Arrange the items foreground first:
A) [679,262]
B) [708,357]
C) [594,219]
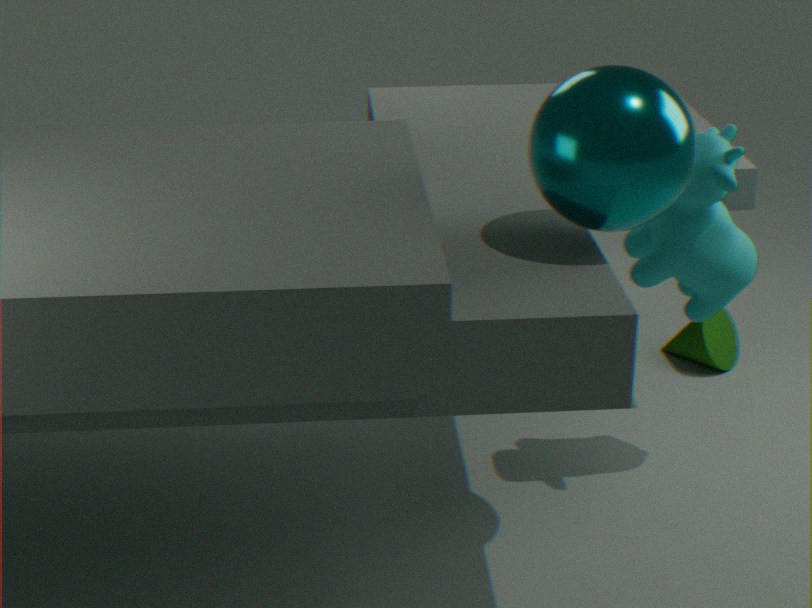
[594,219] → [679,262] → [708,357]
